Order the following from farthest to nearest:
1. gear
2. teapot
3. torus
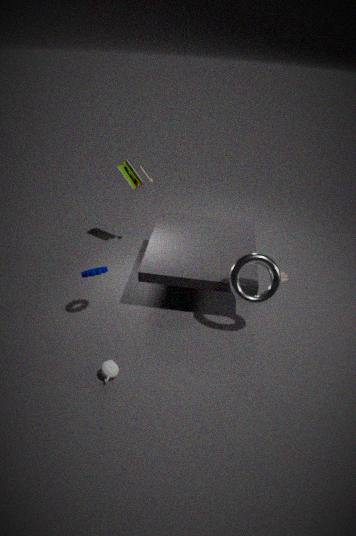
gear < torus < teapot
